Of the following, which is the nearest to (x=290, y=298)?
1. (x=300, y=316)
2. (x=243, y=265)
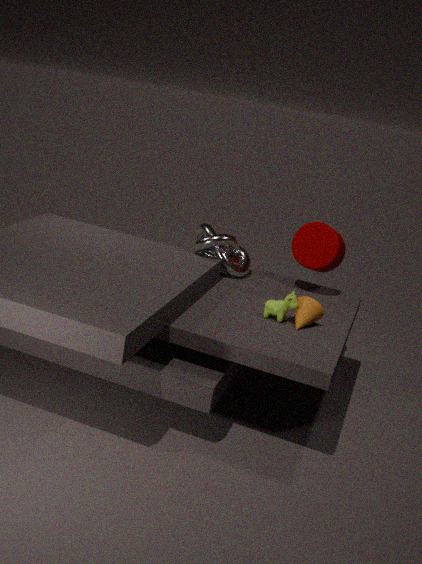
(x=300, y=316)
